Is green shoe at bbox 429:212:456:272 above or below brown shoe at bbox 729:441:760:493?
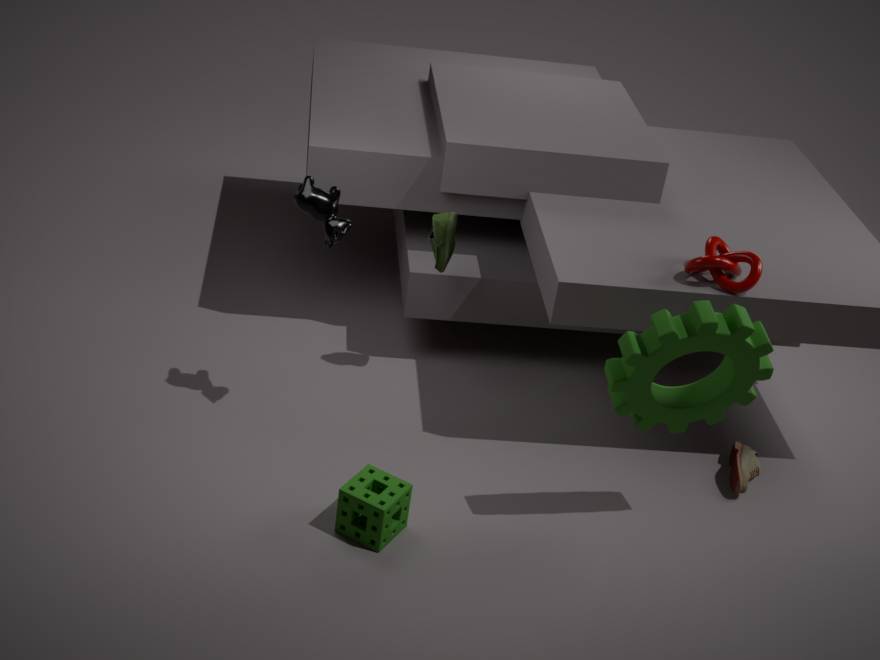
above
